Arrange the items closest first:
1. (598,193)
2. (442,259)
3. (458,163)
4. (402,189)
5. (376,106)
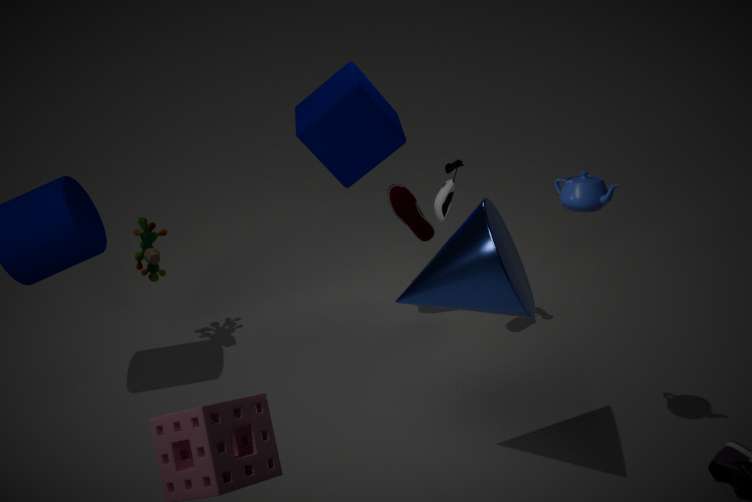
(442,259), (598,193), (458,163), (376,106), (402,189)
